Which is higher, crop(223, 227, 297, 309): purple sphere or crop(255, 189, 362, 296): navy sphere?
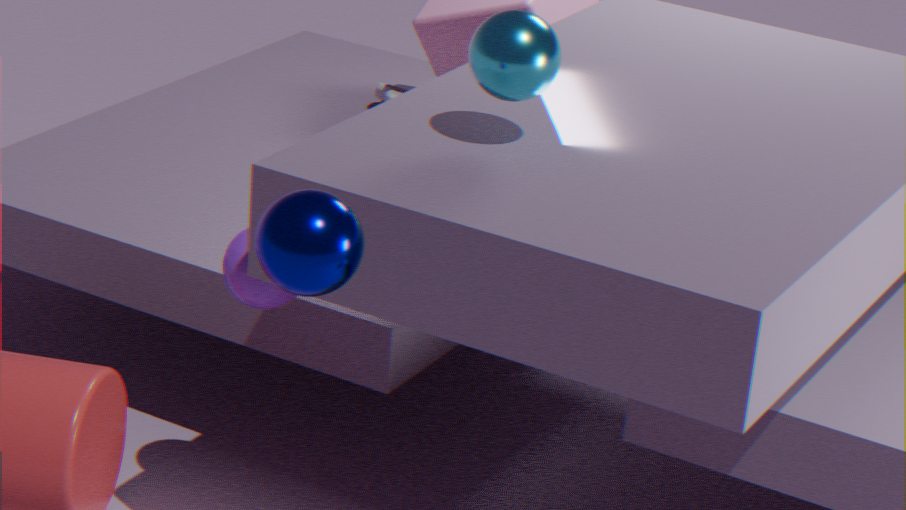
crop(255, 189, 362, 296): navy sphere
